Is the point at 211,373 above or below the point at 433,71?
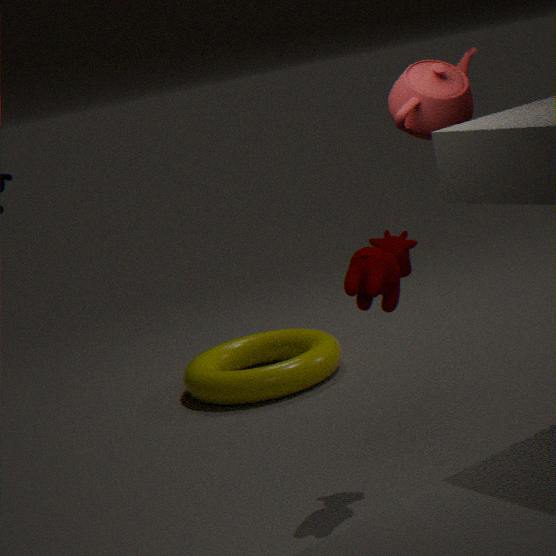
below
